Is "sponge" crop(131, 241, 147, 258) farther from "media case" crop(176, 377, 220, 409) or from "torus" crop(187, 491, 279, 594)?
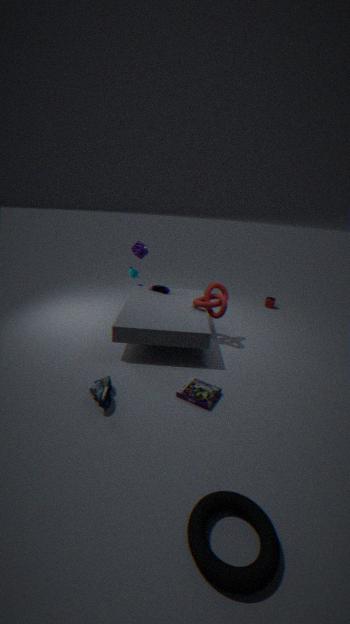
"torus" crop(187, 491, 279, 594)
